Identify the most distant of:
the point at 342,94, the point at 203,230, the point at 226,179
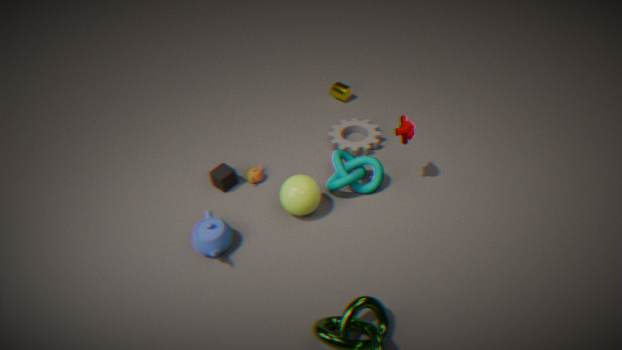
the point at 342,94
